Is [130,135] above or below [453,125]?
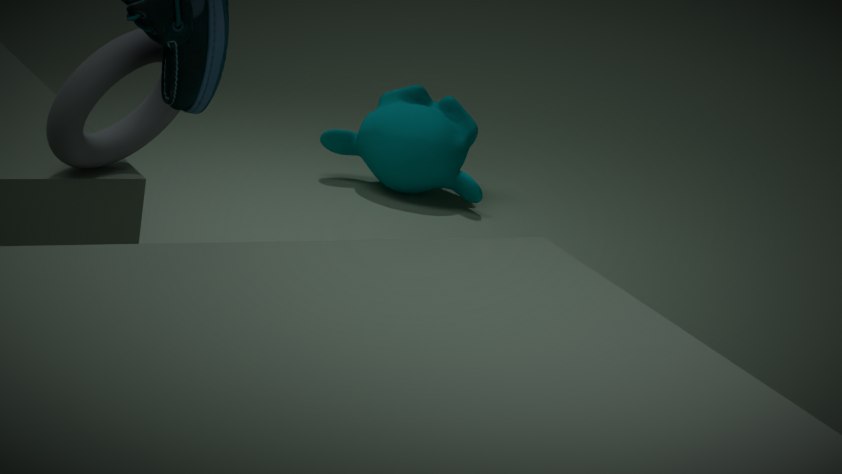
above
